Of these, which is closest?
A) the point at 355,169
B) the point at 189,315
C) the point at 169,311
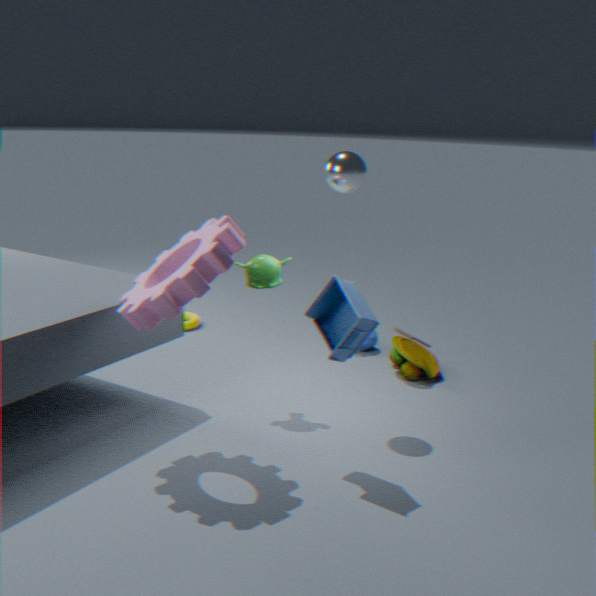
the point at 169,311
